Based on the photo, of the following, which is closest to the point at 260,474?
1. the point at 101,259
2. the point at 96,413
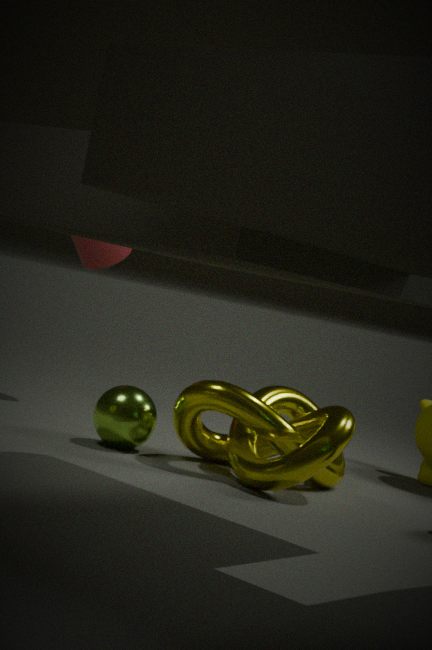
the point at 96,413
